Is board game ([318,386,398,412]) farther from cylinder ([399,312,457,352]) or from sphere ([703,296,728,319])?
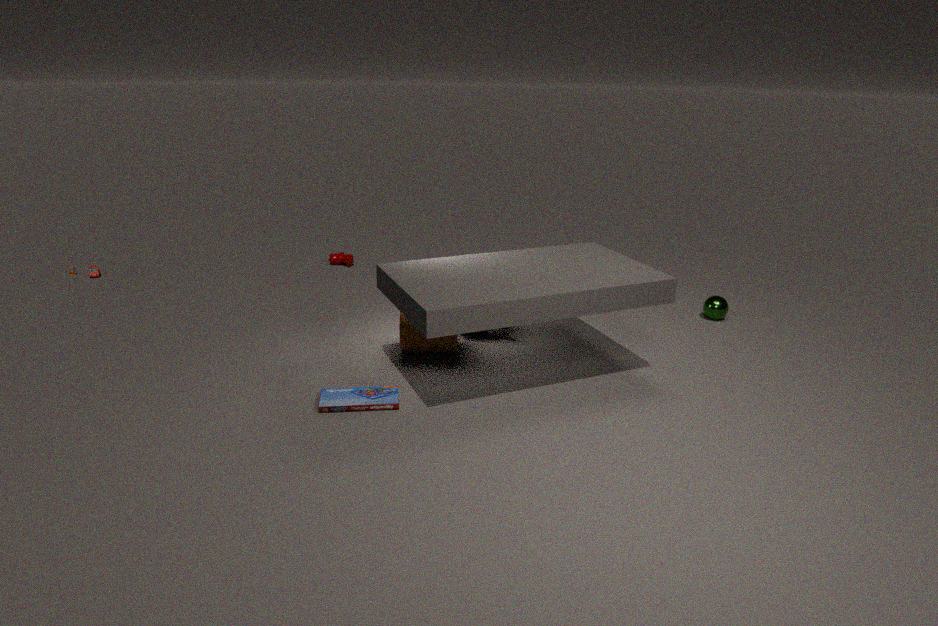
sphere ([703,296,728,319])
